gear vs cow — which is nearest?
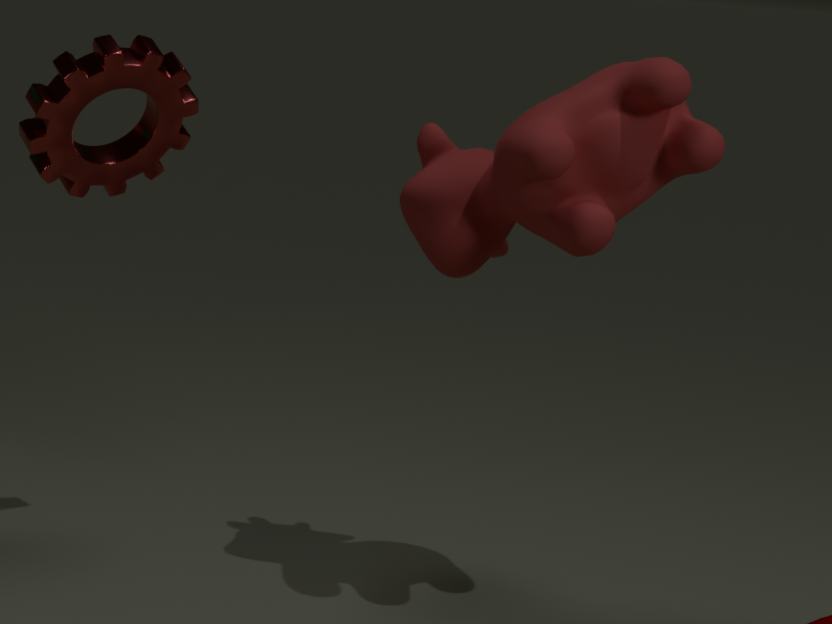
cow
